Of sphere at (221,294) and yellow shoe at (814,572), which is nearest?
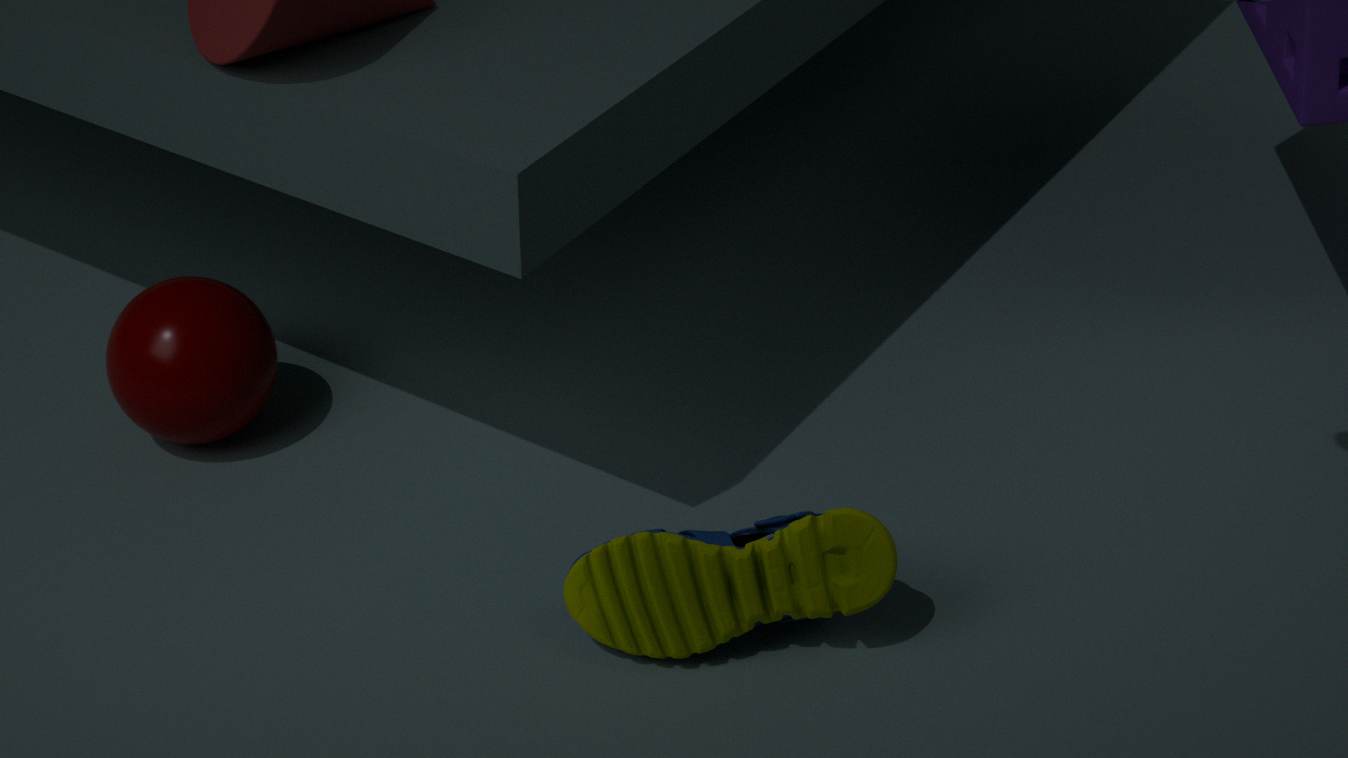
yellow shoe at (814,572)
